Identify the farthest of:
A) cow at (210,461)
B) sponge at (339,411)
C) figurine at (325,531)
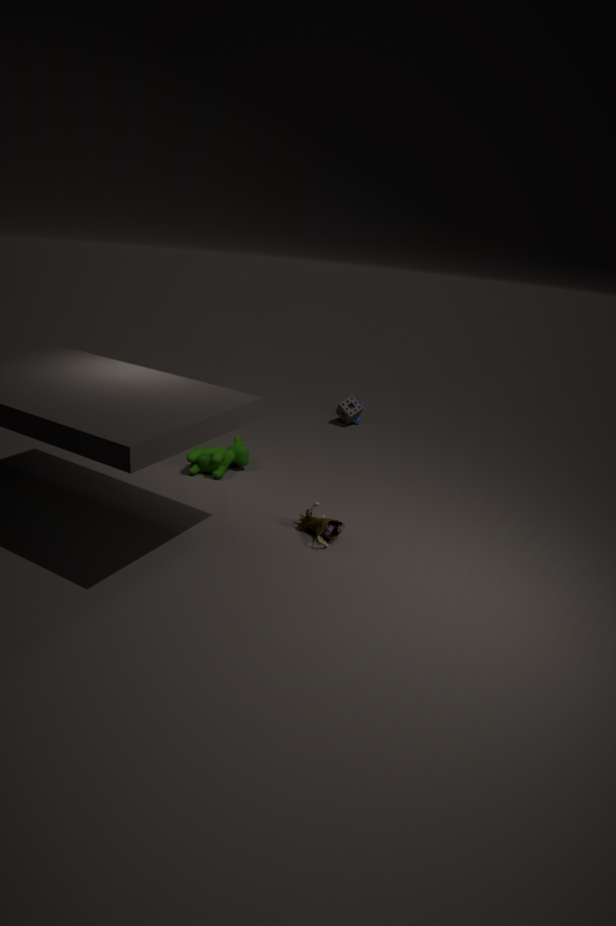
sponge at (339,411)
